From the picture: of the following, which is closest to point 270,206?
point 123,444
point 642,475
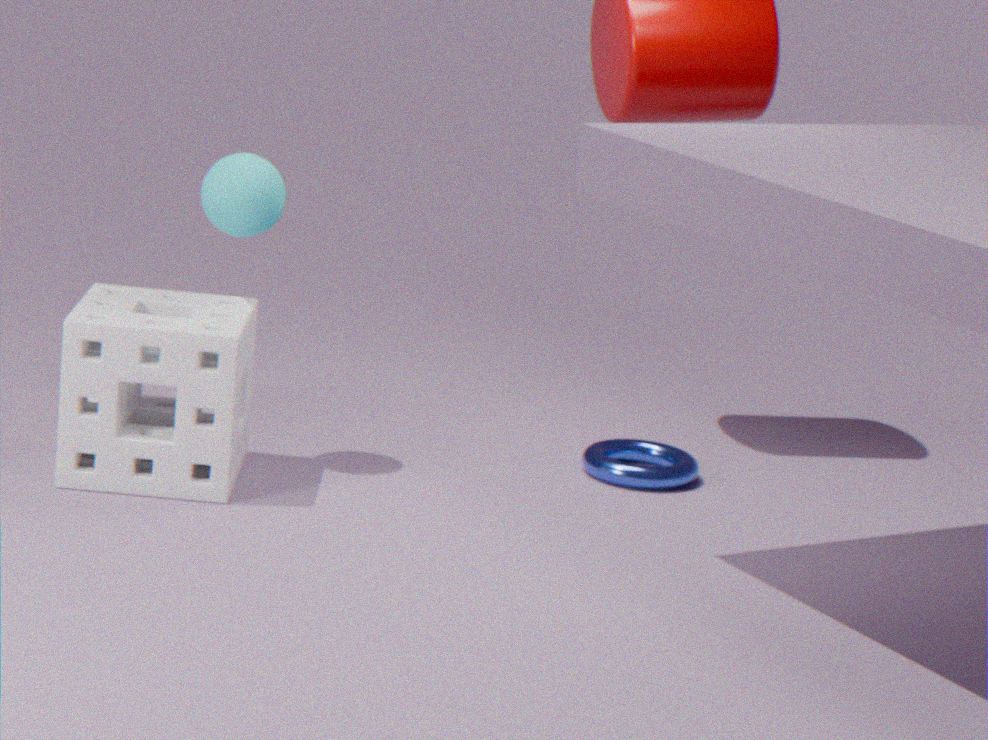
point 123,444
